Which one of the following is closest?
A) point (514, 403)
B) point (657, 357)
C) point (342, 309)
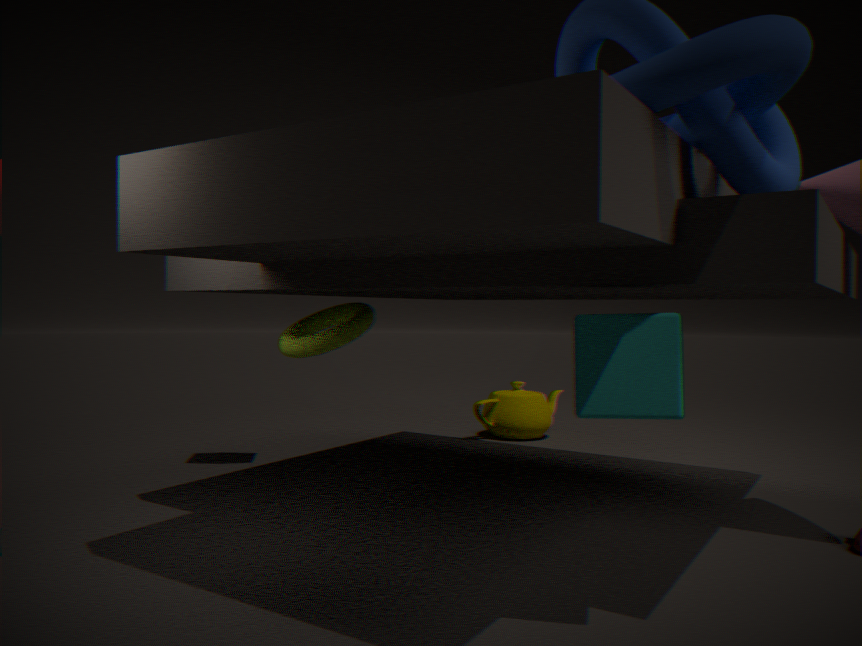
point (657, 357)
